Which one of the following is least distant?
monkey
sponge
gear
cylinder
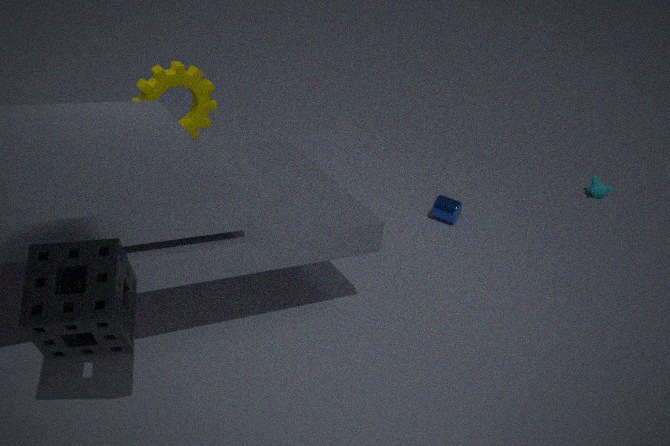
sponge
